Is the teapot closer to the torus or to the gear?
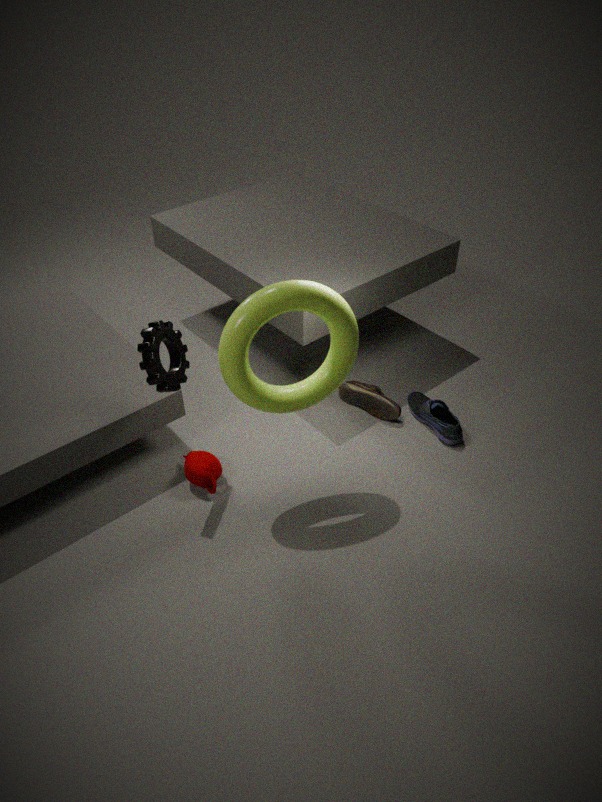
the gear
